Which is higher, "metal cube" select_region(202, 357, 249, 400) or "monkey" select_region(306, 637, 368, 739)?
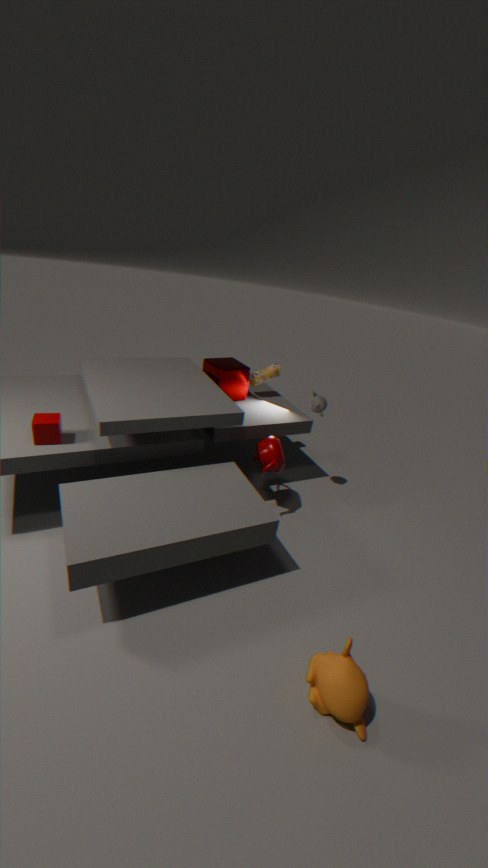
"metal cube" select_region(202, 357, 249, 400)
